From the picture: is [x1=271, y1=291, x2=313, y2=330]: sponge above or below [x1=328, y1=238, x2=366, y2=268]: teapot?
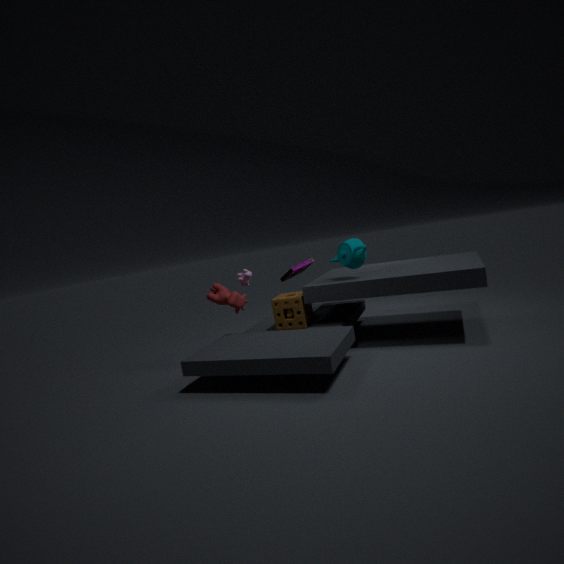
below
